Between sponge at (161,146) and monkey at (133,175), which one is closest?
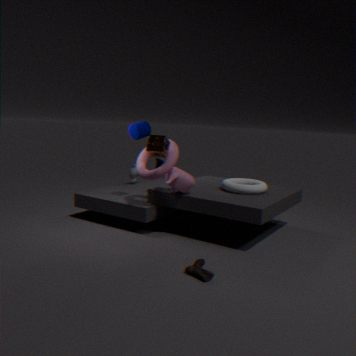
sponge at (161,146)
